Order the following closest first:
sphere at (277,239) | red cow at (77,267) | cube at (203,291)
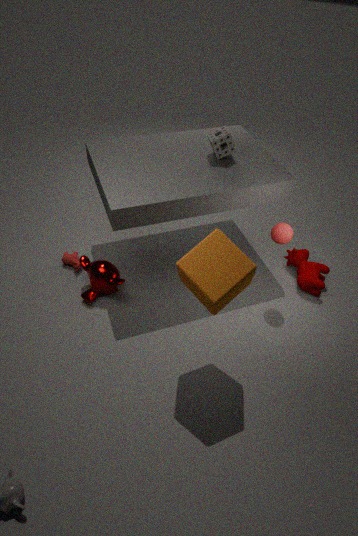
1. cube at (203,291)
2. sphere at (277,239)
3. red cow at (77,267)
